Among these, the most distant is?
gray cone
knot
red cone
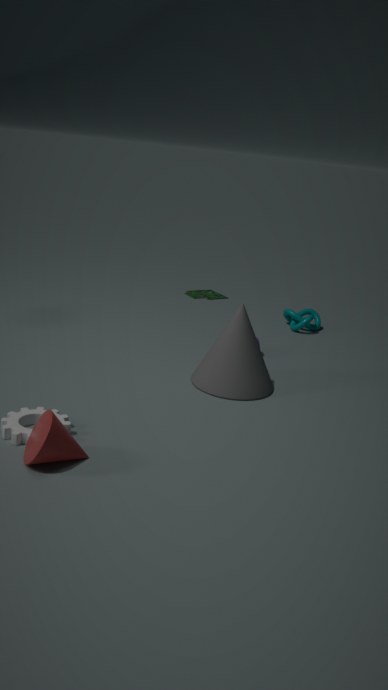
knot
